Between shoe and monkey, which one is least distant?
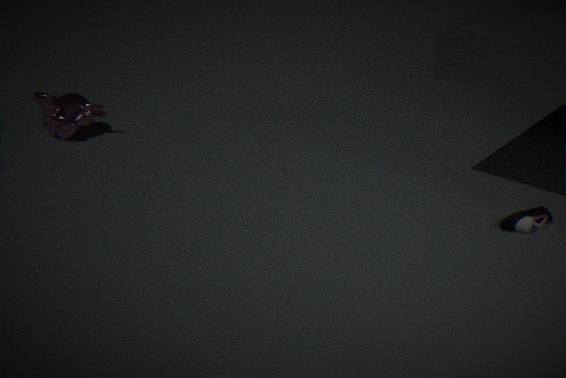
shoe
